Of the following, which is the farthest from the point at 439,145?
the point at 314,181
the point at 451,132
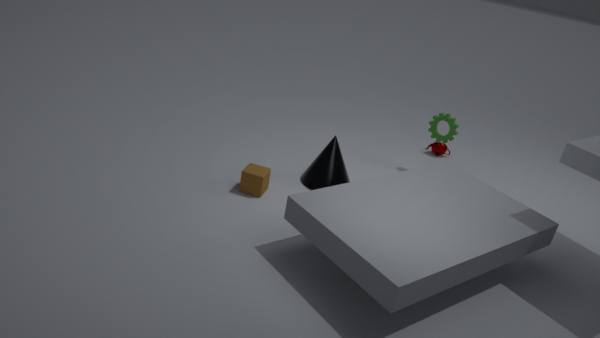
the point at 314,181
